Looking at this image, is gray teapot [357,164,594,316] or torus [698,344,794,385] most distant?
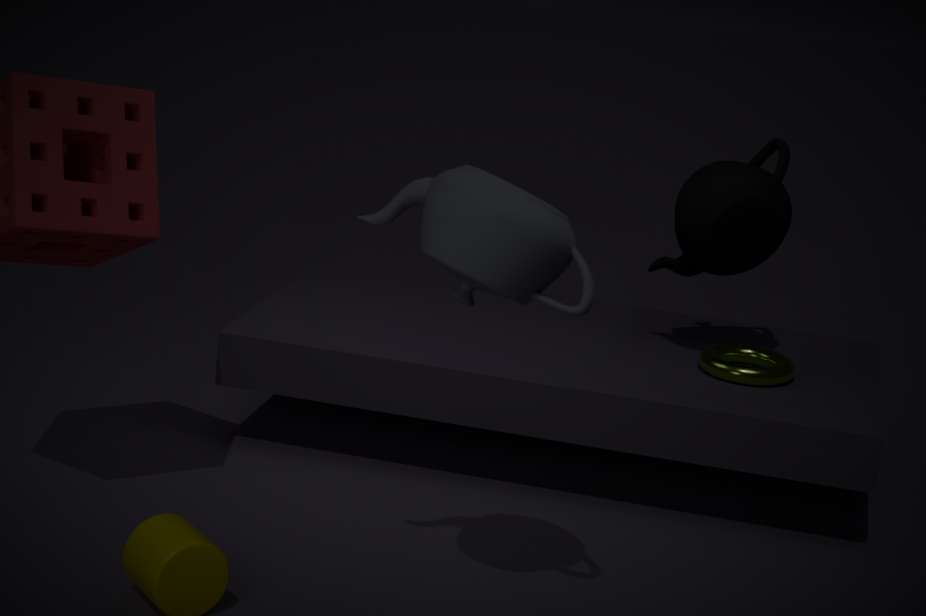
torus [698,344,794,385]
